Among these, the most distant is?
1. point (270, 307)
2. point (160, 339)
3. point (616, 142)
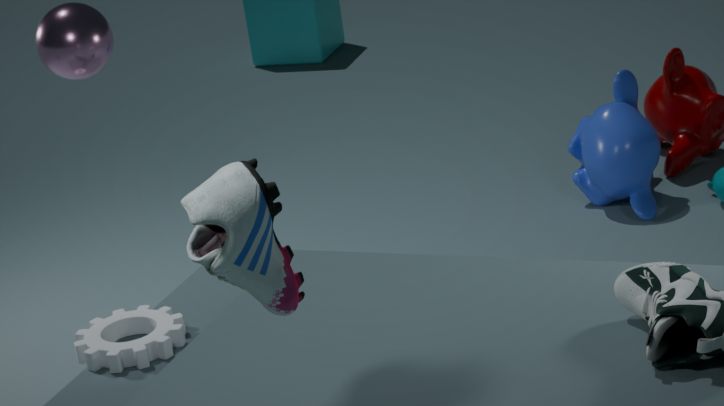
point (616, 142)
